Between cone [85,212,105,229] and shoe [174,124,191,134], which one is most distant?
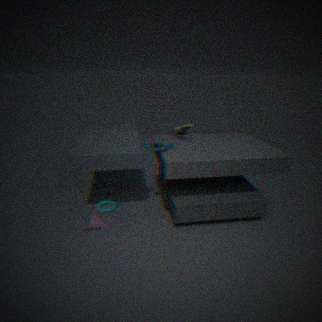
shoe [174,124,191,134]
